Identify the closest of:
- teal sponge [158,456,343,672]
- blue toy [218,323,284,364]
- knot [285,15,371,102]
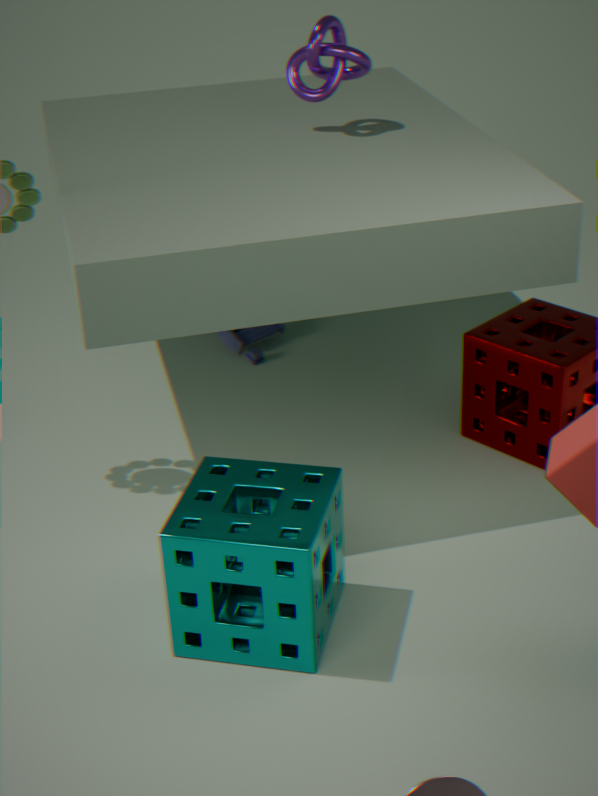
teal sponge [158,456,343,672]
